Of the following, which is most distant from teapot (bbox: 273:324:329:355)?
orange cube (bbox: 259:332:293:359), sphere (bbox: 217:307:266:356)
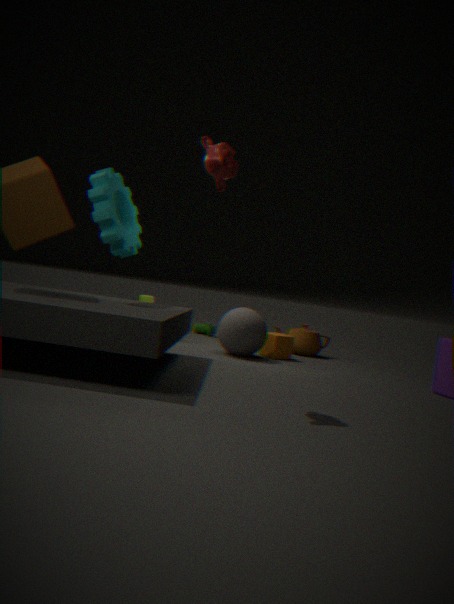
sphere (bbox: 217:307:266:356)
